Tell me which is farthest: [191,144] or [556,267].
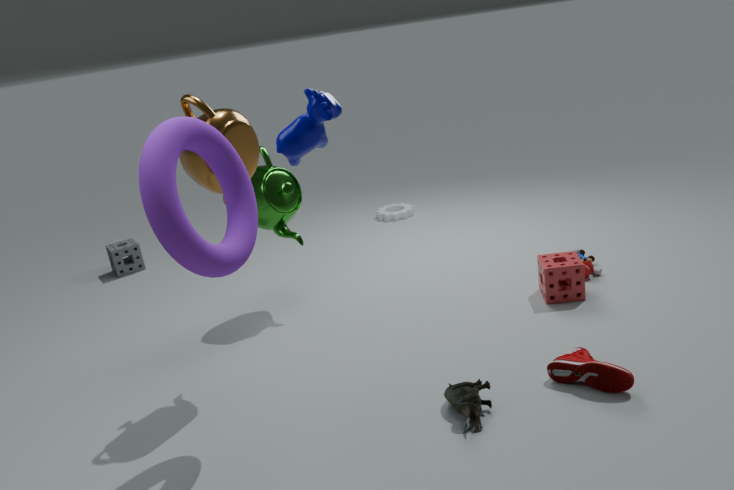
[556,267]
